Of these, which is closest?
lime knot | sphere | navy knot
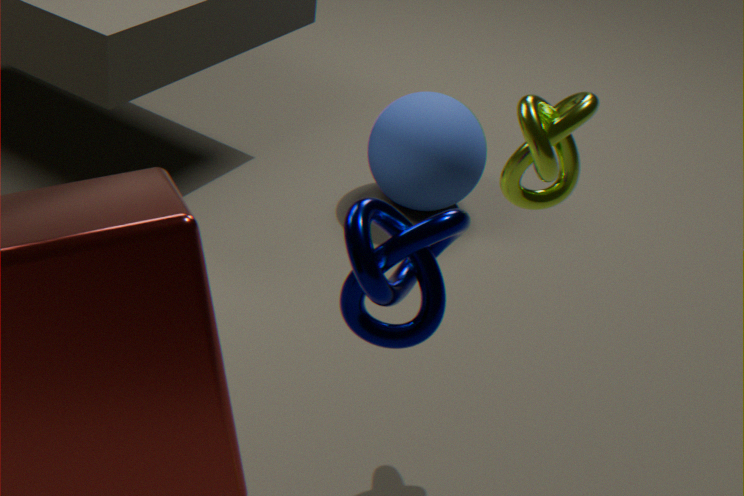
navy knot
